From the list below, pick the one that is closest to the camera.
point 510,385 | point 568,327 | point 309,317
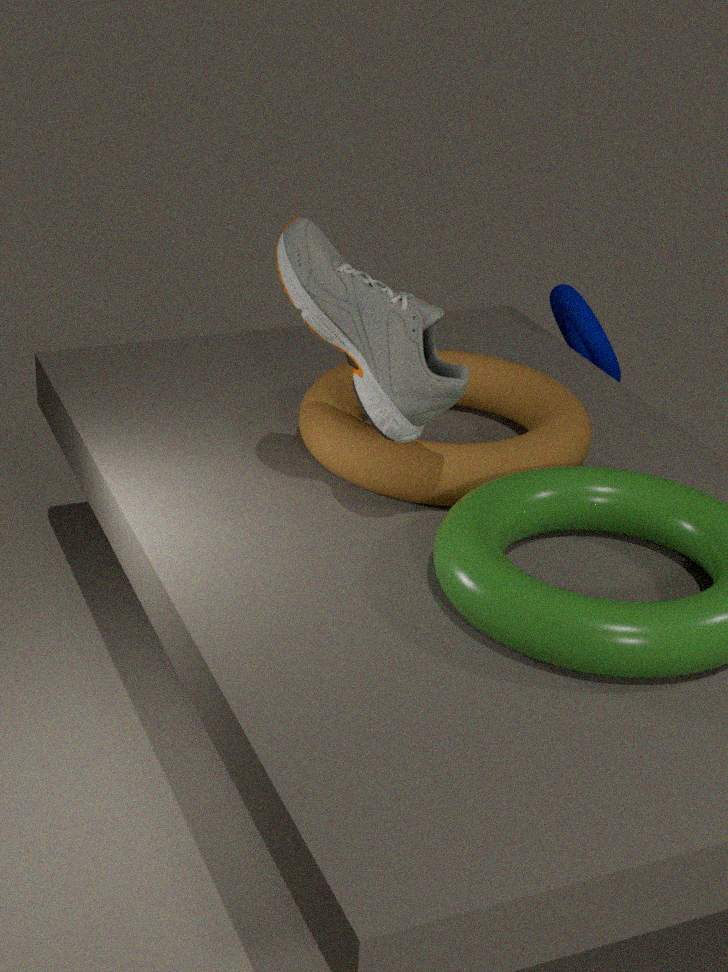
point 309,317
